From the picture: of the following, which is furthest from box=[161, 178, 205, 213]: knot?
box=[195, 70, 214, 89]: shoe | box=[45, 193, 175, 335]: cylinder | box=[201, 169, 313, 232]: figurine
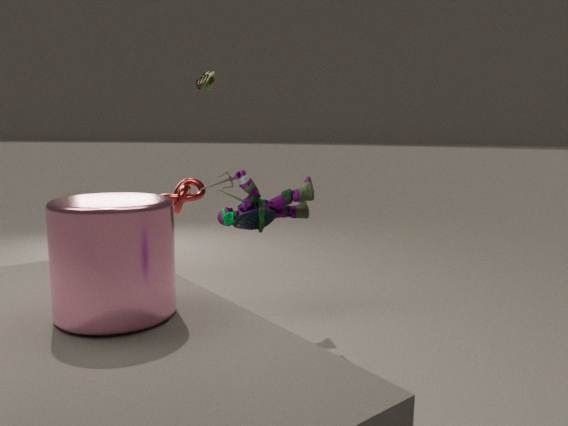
box=[45, 193, 175, 335]: cylinder
